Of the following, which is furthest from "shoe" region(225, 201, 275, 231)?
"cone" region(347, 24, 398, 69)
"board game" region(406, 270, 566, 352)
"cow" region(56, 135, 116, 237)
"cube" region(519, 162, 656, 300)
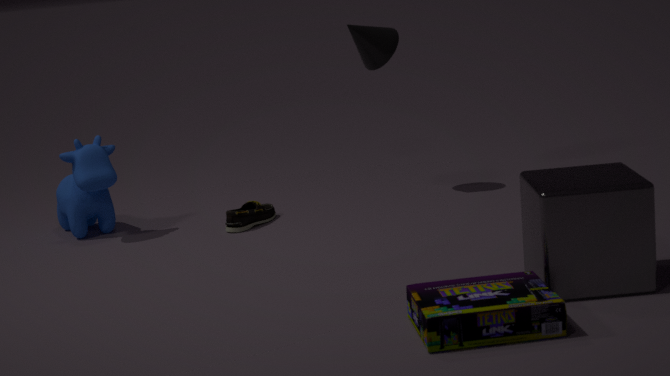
"board game" region(406, 270, 566, 352)
